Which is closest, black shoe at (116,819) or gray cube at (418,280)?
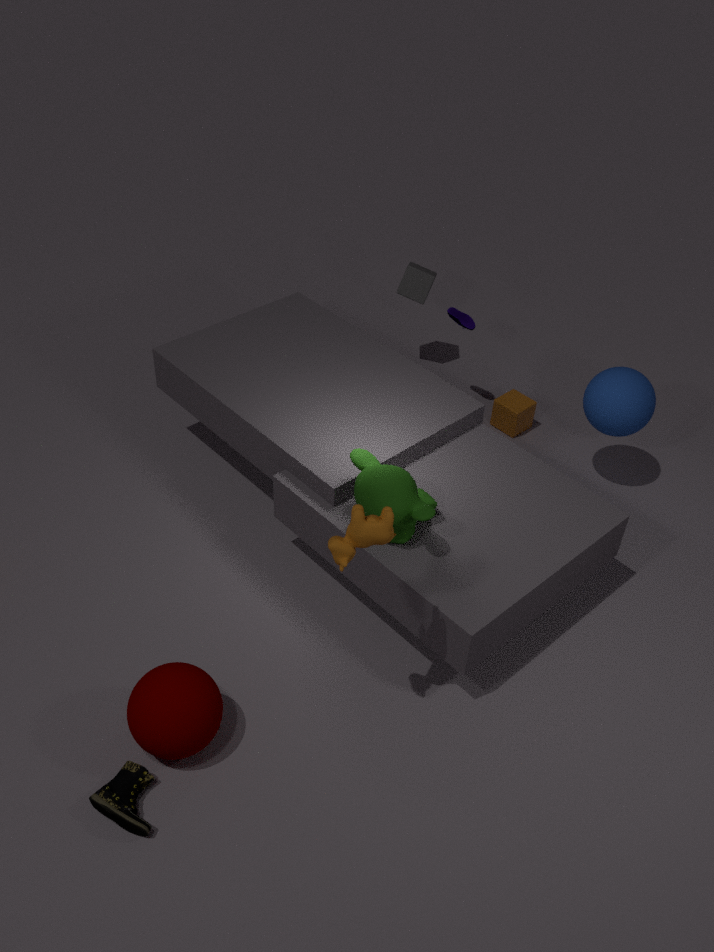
black shoe at (116,819)
